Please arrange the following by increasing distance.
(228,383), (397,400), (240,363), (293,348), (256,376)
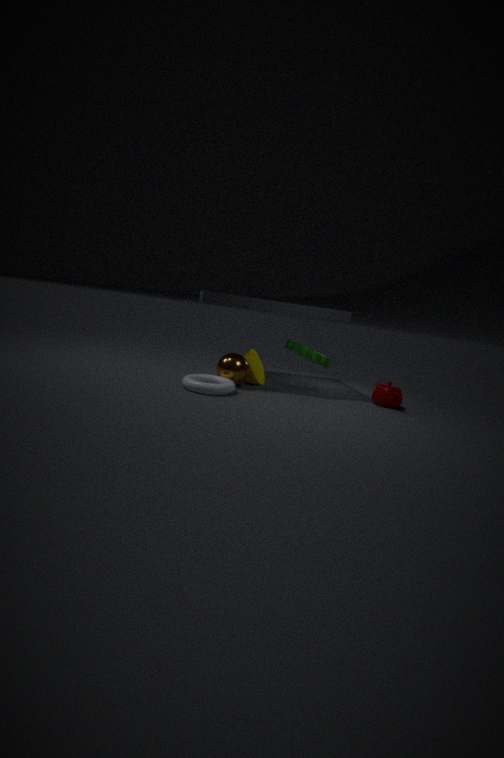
1. (228,383)
2. (240,363)
3. (397,400)
4. (293,348)
5. (256,376)
